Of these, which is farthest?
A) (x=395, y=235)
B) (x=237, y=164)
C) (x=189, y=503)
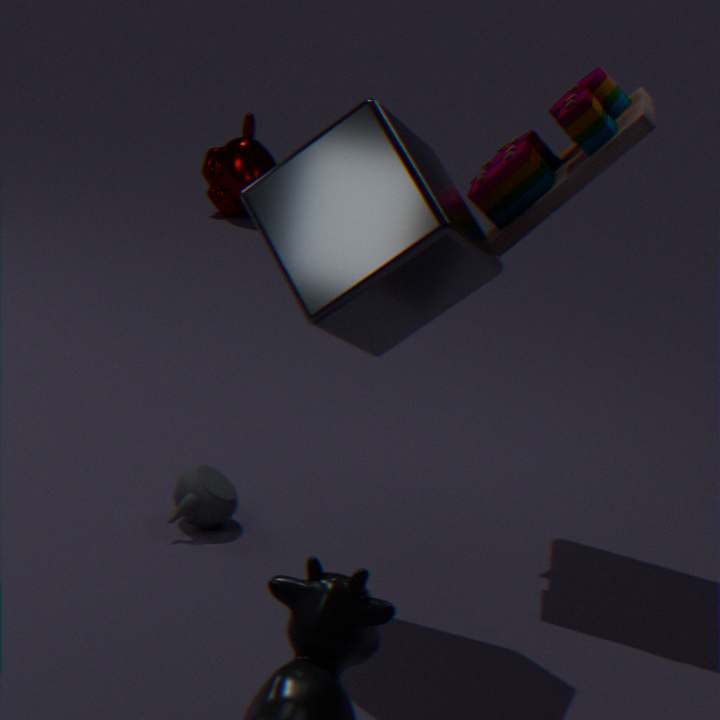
(x=237, y=164)
